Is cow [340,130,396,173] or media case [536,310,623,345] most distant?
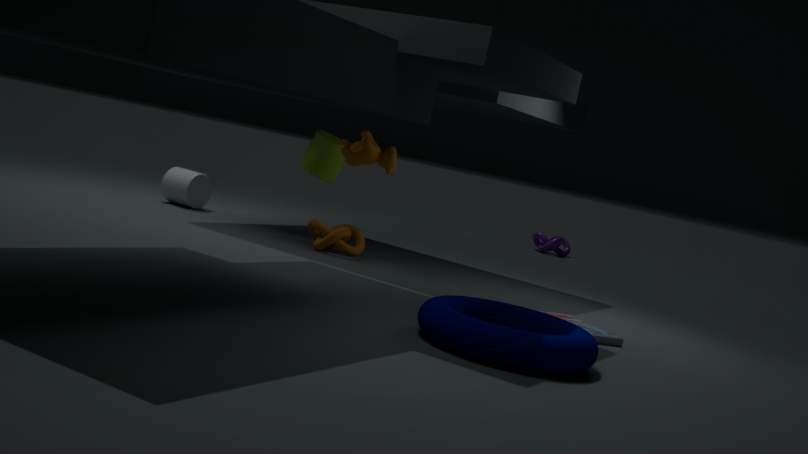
cow [340,130,396,173]
